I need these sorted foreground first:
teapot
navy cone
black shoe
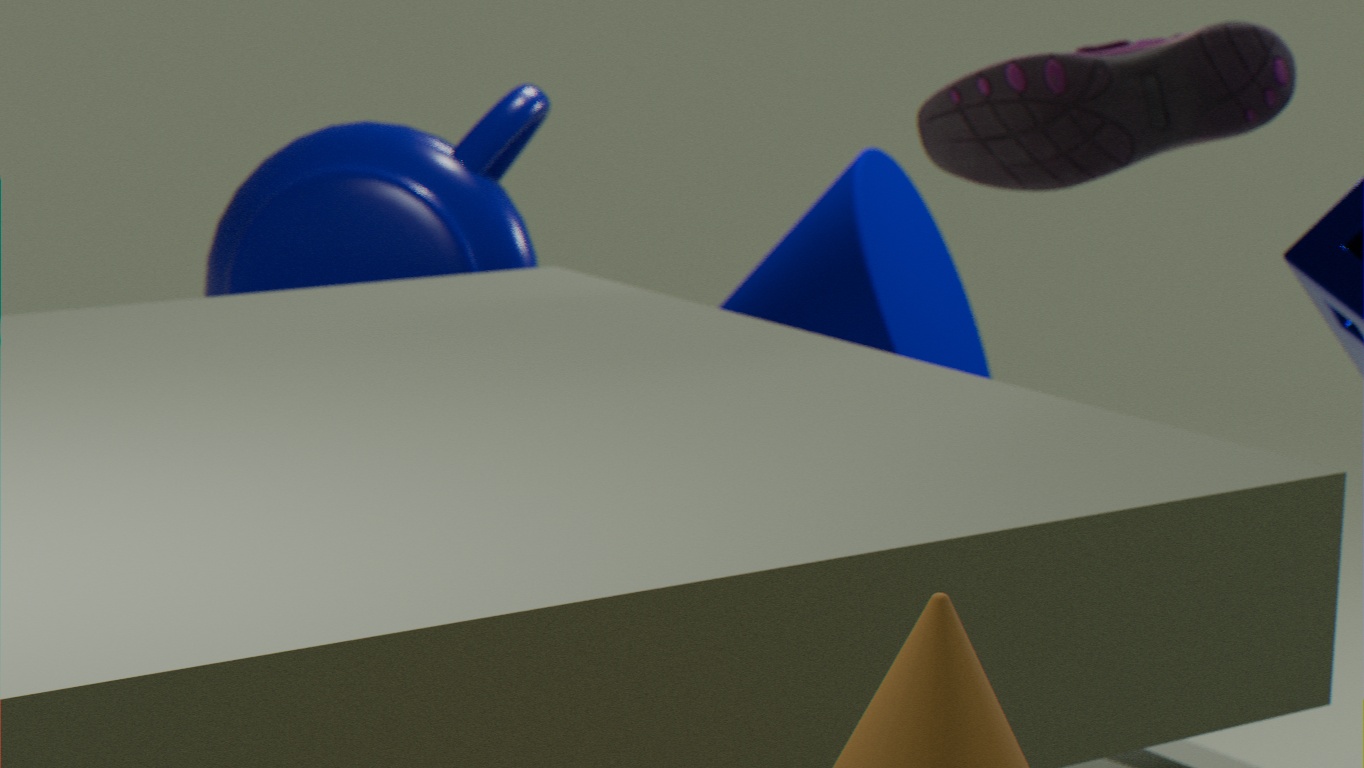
black shoe, teapot, navy cone
